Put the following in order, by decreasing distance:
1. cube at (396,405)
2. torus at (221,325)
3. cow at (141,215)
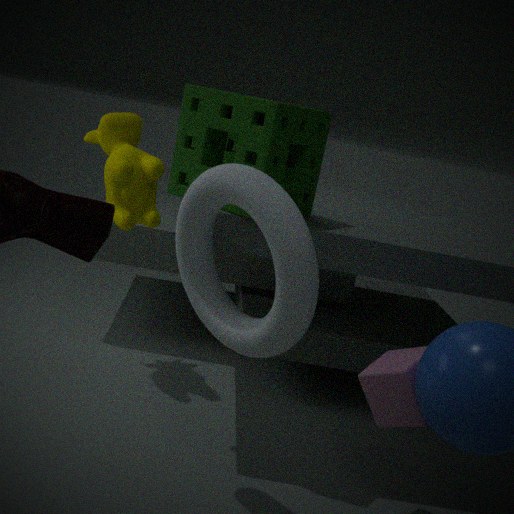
cow at (141,215)
cube at (396,405)
torus at (221,325)
